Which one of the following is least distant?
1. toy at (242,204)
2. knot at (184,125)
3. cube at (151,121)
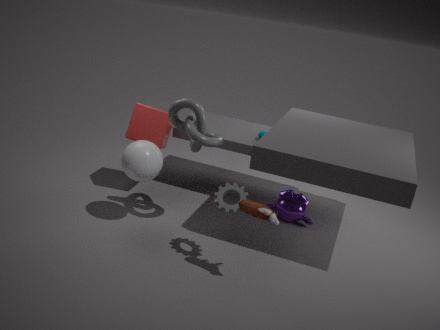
toy at (242,204)
